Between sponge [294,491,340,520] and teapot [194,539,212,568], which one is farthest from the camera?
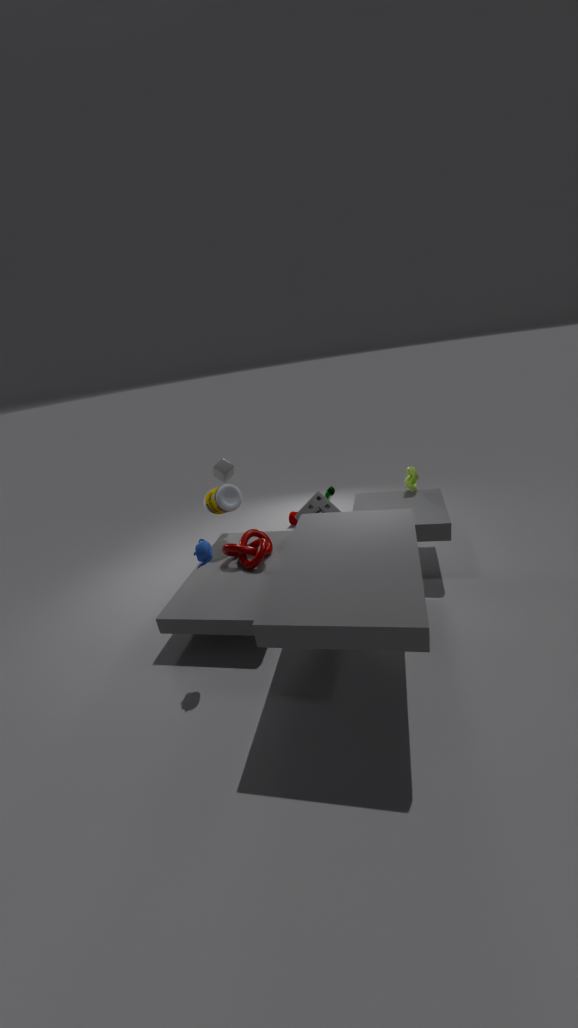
sponge [294,491,340,520]
